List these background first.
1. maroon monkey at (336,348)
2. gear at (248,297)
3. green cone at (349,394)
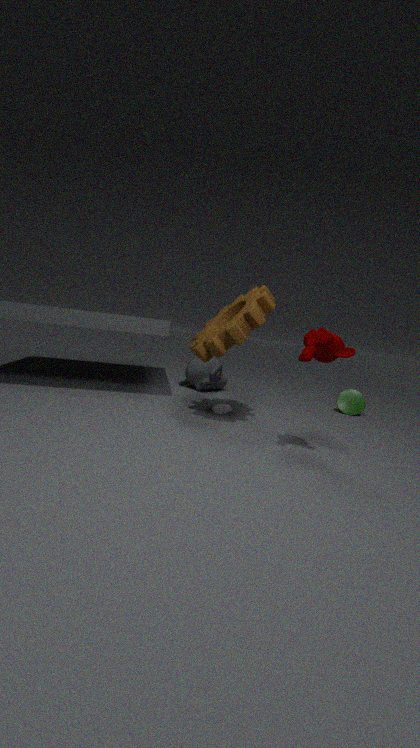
green cone at (349,394) → gear at (248,297) → maroon monkey at (336,348)
